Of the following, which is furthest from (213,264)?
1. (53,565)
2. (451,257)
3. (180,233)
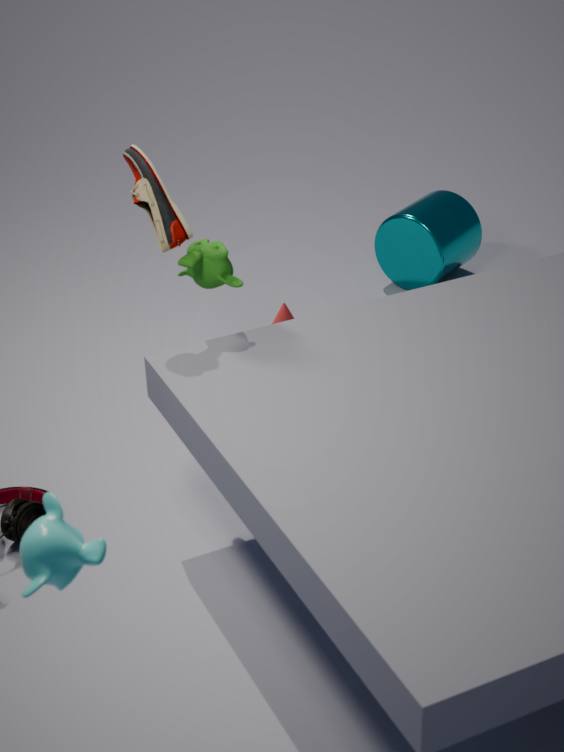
(451,257)
